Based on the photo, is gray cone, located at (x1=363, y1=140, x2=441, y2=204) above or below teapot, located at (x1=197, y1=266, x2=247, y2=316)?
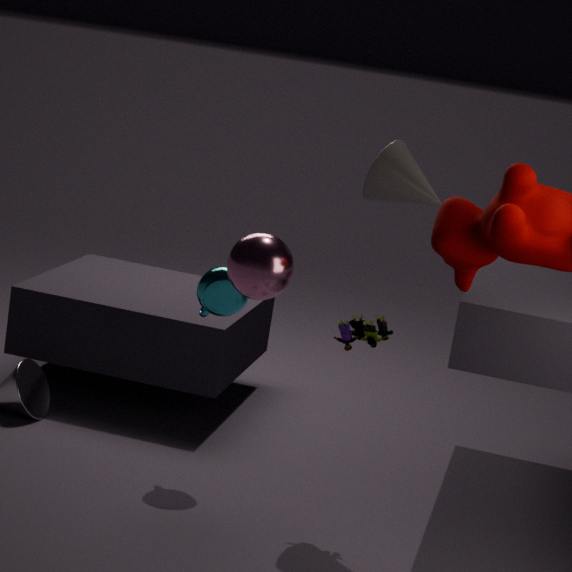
above
